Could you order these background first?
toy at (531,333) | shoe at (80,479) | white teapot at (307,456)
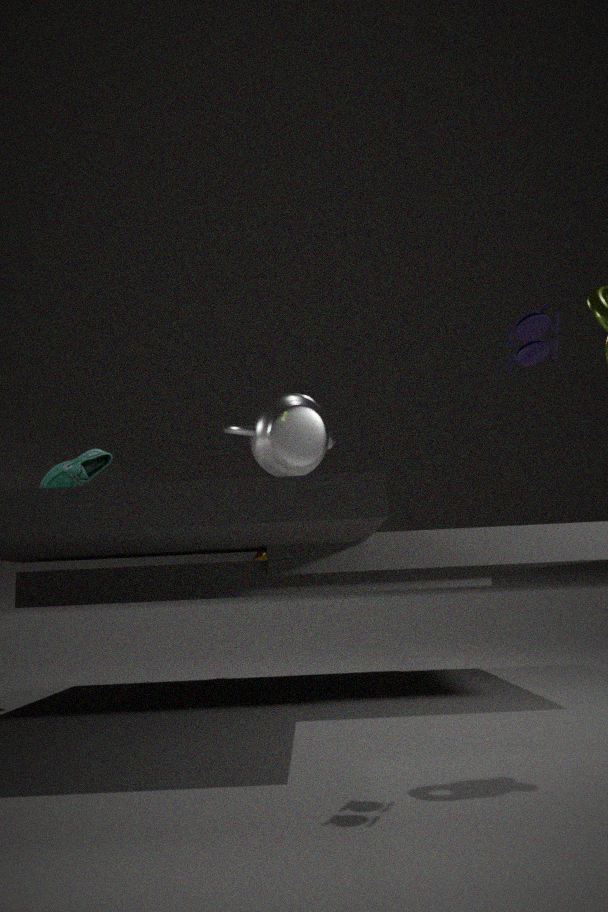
1. shoe at (80,479)
2. white teapot at (307,456)
3. toy at (531,333)
